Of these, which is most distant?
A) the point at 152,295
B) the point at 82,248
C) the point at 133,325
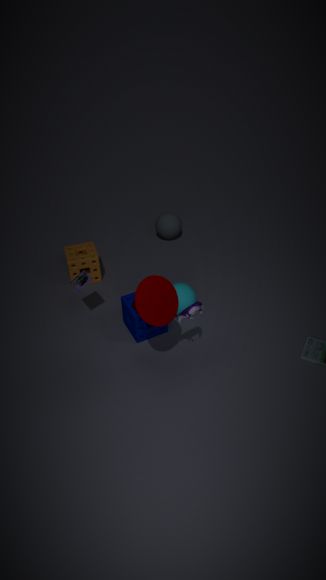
the point at 82,248
